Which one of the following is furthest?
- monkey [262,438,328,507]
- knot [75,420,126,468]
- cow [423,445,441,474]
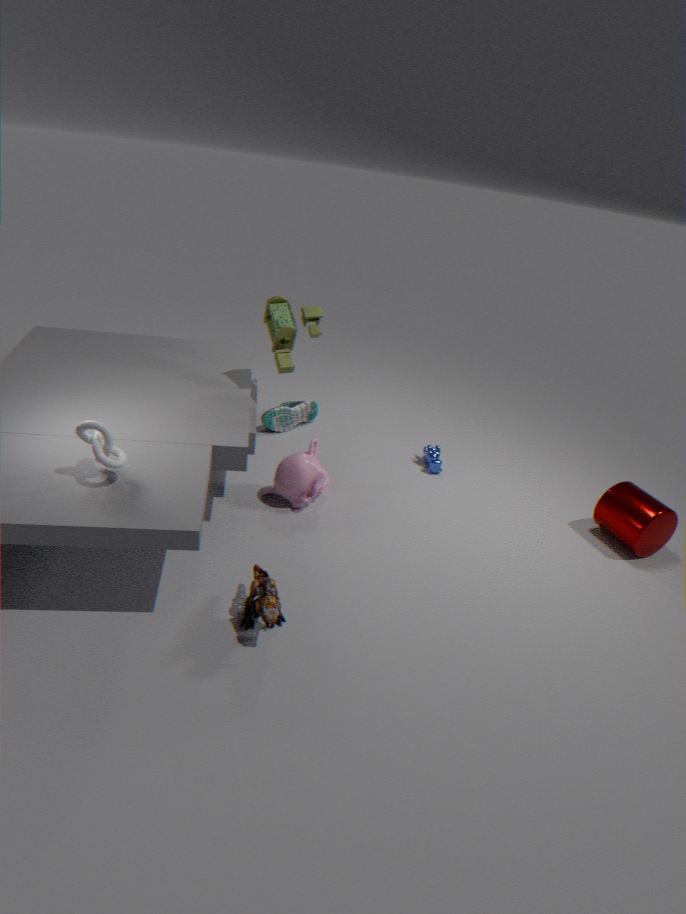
cow [423,445,441,474]
